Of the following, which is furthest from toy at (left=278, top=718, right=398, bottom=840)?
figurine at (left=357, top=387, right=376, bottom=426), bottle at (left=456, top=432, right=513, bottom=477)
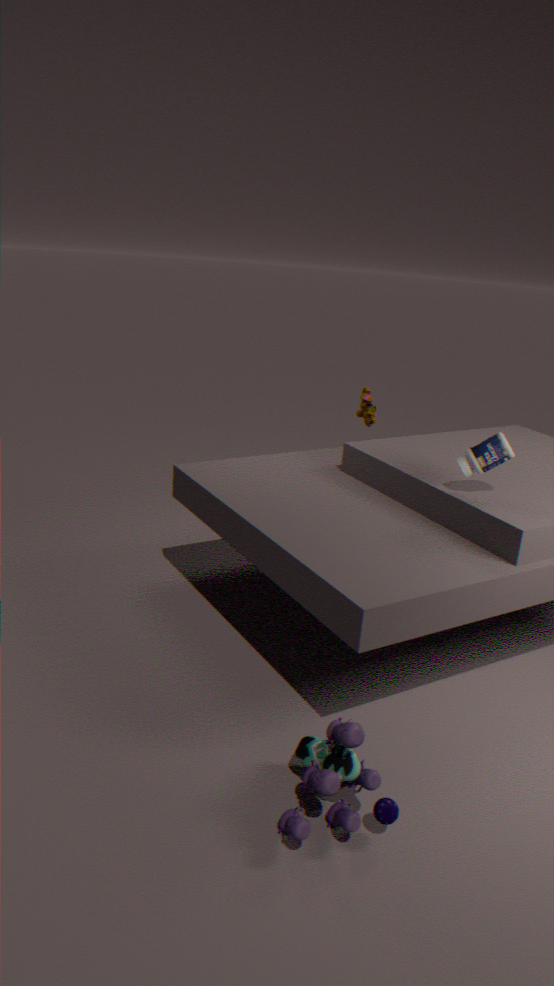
figurine at (left=357, top=387, right=376, bottom=426)
